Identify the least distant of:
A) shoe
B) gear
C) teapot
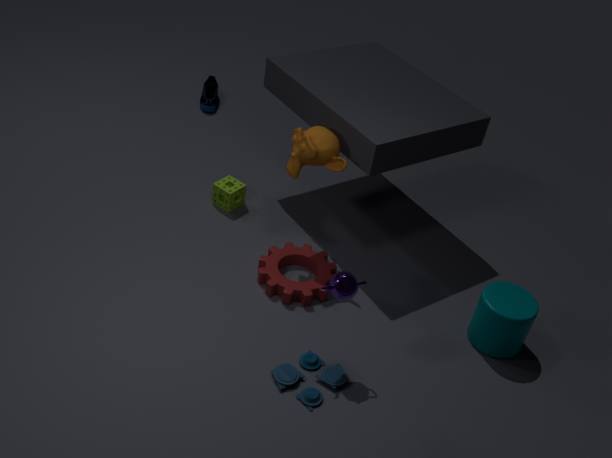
teapot
